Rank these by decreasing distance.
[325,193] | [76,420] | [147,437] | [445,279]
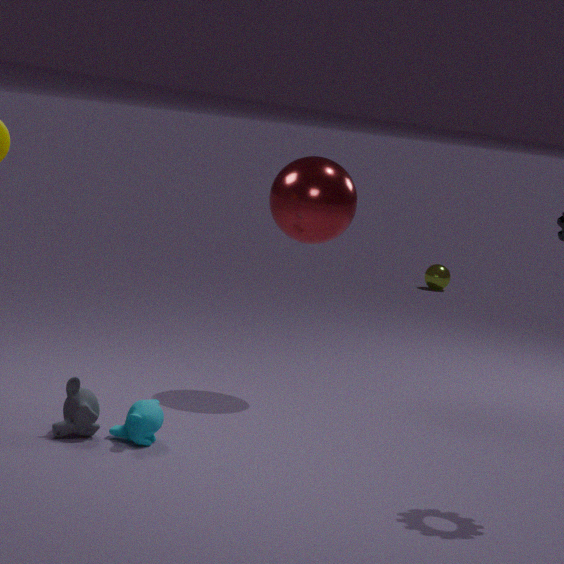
[445,279] → [325,193] → [147,437] → [76,420]
